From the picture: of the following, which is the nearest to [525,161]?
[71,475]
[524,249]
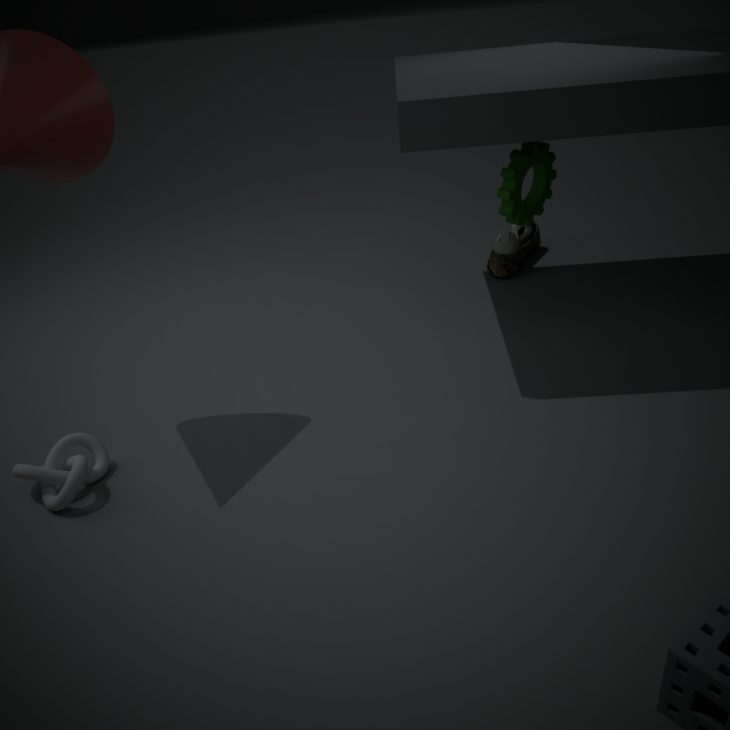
[524,249]
